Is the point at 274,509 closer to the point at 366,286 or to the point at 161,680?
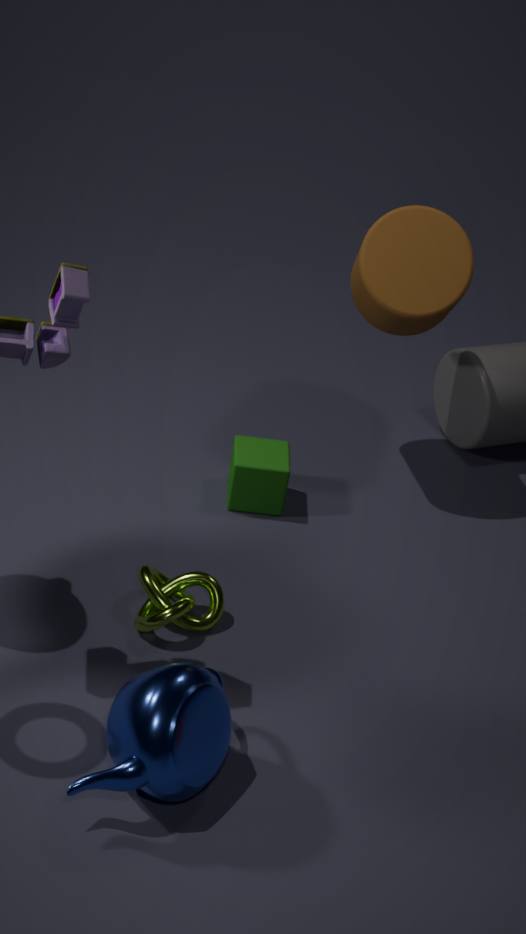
the point at 366,286
